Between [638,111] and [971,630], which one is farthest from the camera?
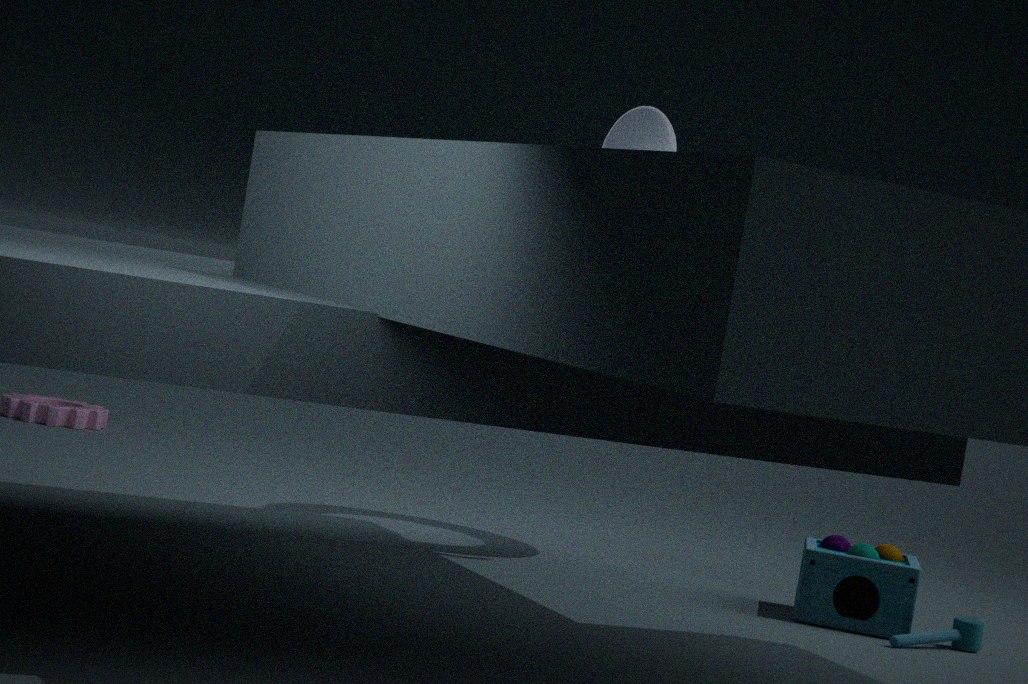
[638,111]
